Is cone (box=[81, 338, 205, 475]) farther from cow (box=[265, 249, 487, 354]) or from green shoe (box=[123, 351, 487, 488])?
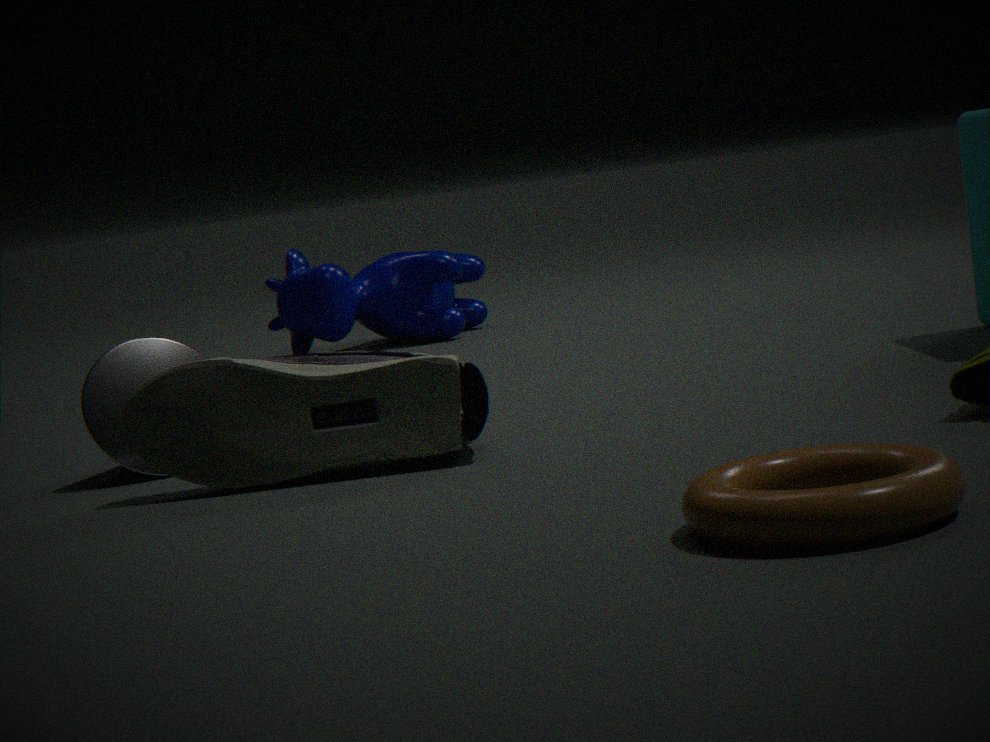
cow (box=[265, 249, 487, 354])
